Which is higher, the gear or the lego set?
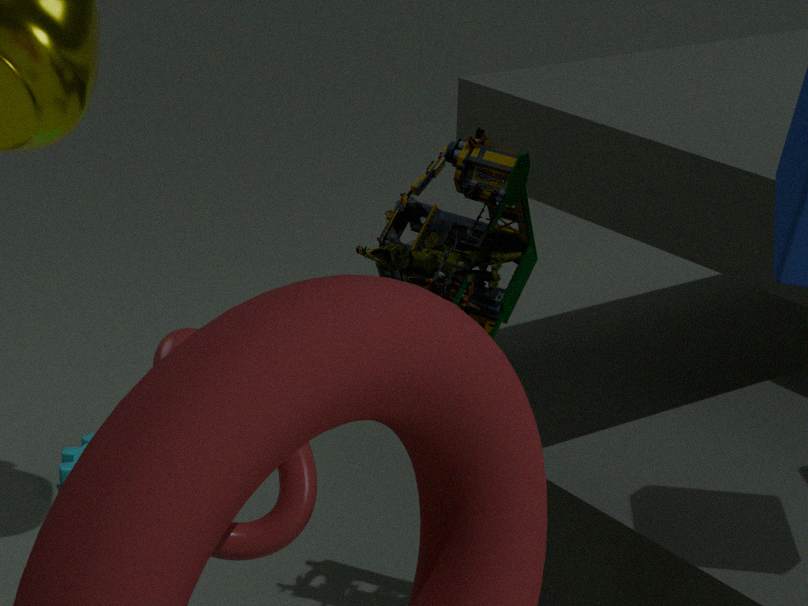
the lego set
